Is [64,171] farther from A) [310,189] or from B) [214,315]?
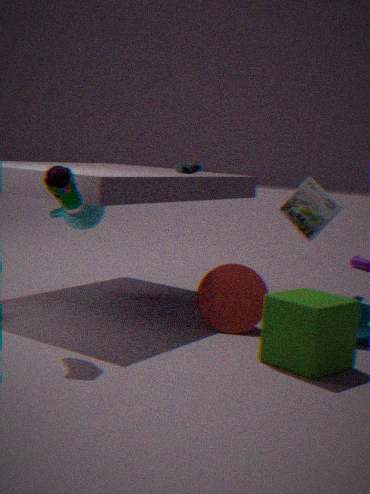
A) [310,189]
